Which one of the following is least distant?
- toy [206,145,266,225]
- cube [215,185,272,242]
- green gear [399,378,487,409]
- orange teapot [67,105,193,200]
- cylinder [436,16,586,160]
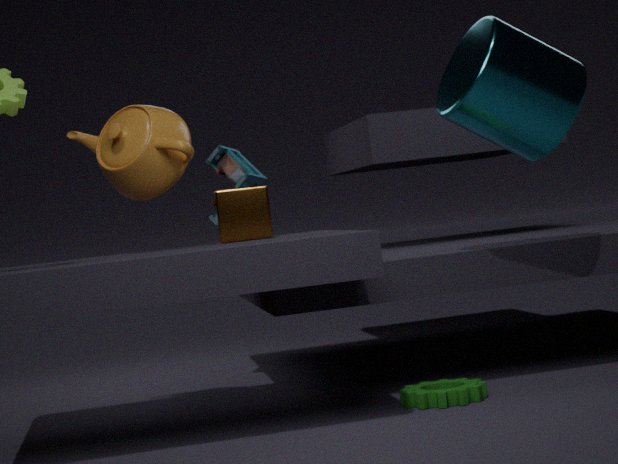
green gear [399,378,487,409]
